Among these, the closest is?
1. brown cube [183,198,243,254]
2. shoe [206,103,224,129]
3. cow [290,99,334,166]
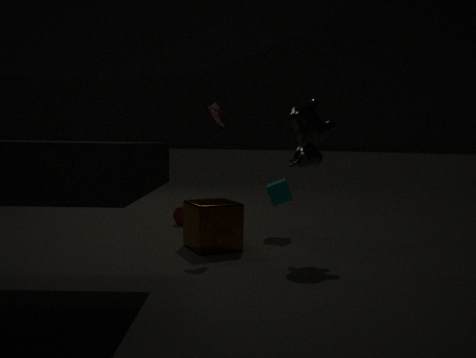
cow [290,99,334,166]
